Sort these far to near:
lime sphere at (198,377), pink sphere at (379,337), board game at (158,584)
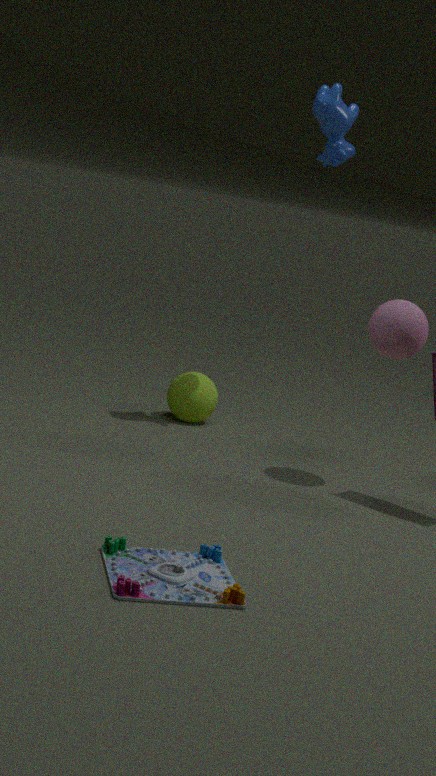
lime sphere at (198,377), pink sphere at (379,337), board game at (158,584)
